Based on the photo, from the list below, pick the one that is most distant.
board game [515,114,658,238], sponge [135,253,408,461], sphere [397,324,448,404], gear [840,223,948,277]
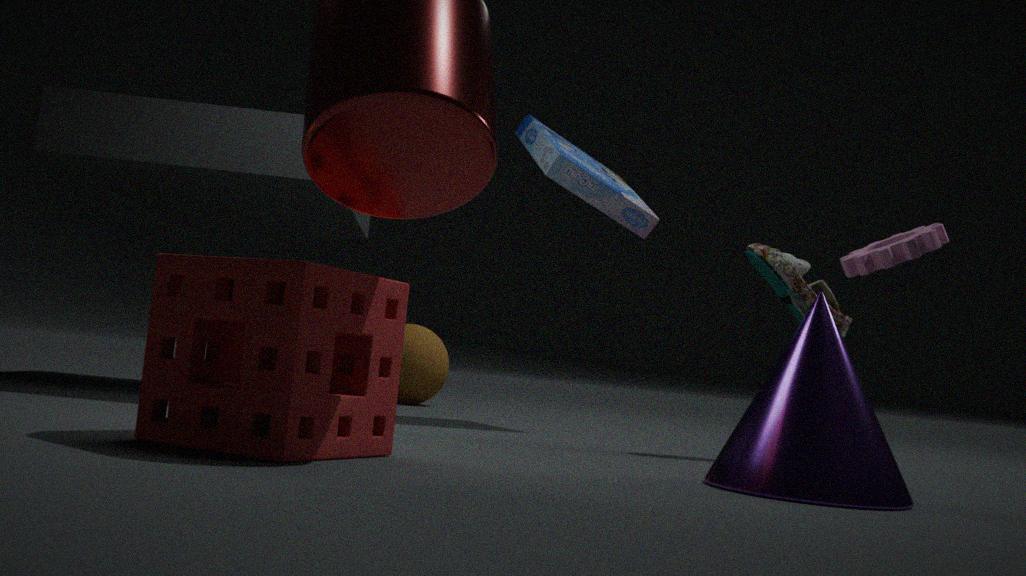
sphere [397,324,448,404]
